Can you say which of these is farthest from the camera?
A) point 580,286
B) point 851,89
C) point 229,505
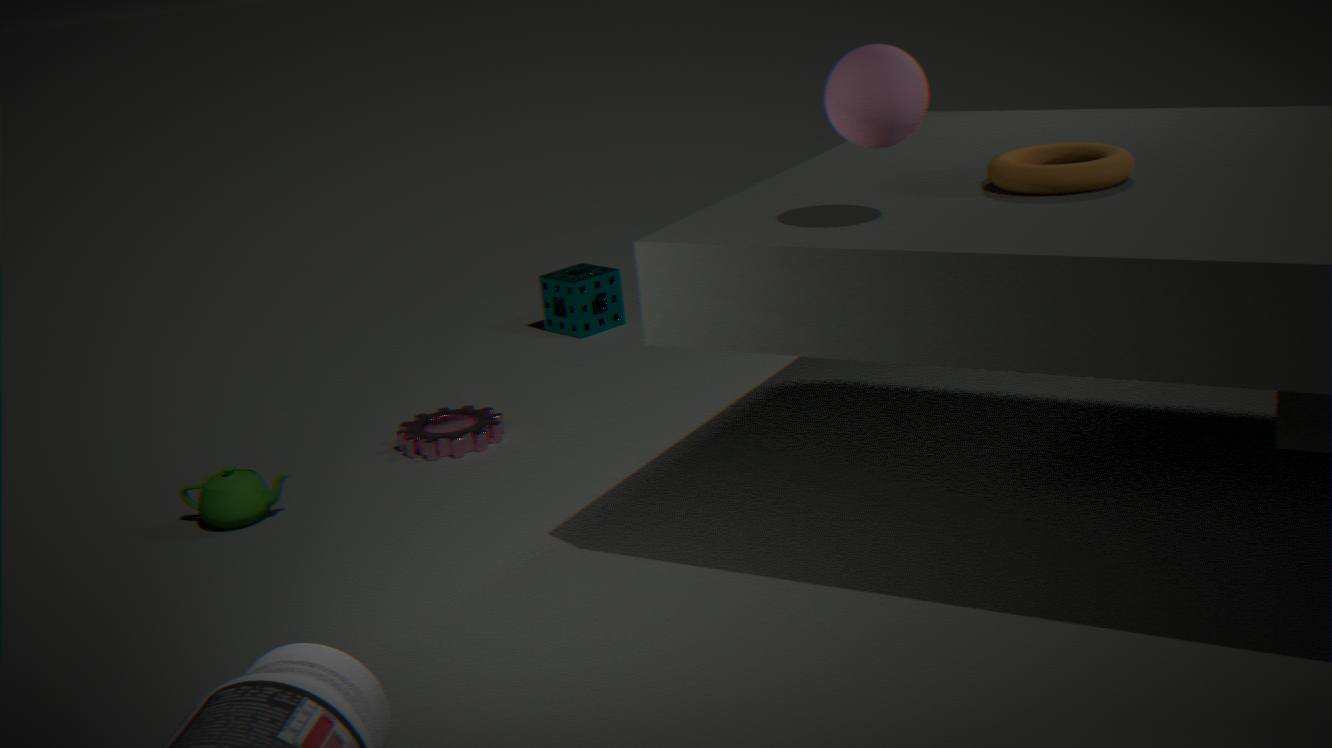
point 580,286
